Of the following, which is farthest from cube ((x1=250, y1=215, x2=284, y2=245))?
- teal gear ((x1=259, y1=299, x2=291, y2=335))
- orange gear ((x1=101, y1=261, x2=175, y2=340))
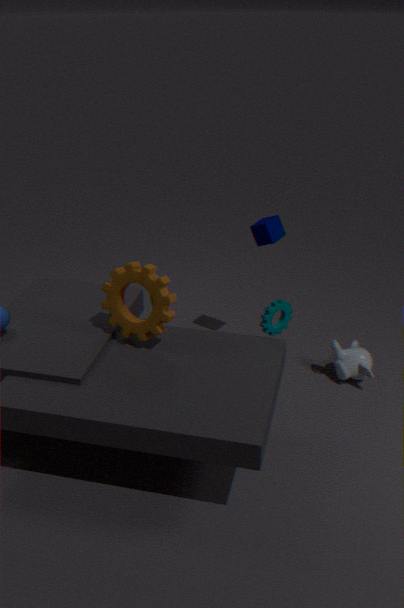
orange gear ((x1=101, y1=261, x2=175, y2=340))
